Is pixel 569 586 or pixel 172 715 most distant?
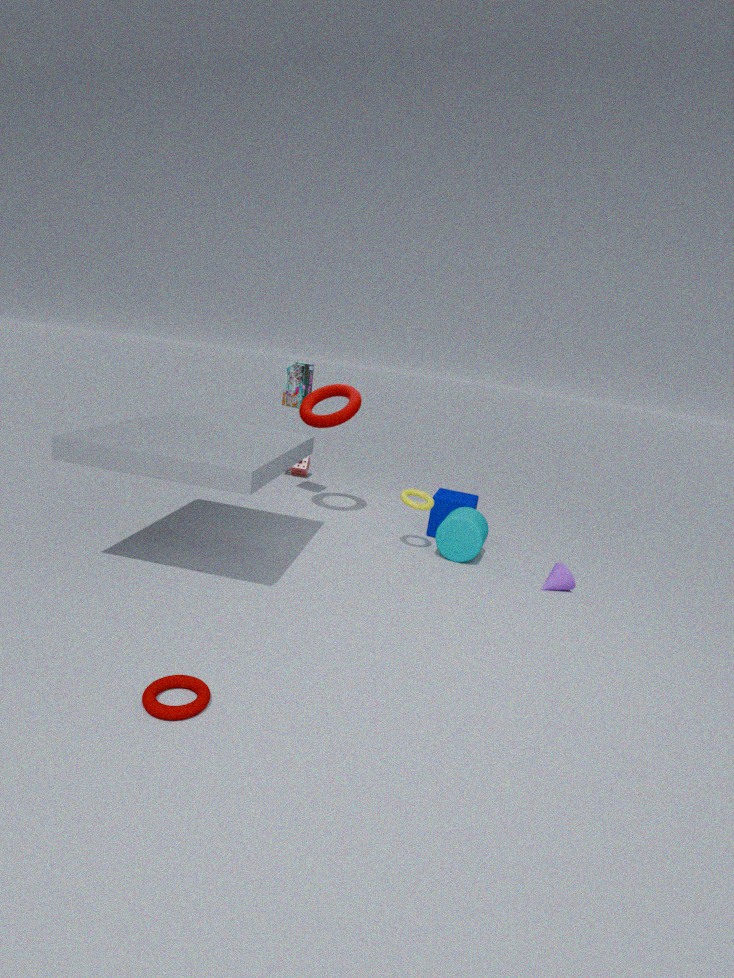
pixel 569 586
